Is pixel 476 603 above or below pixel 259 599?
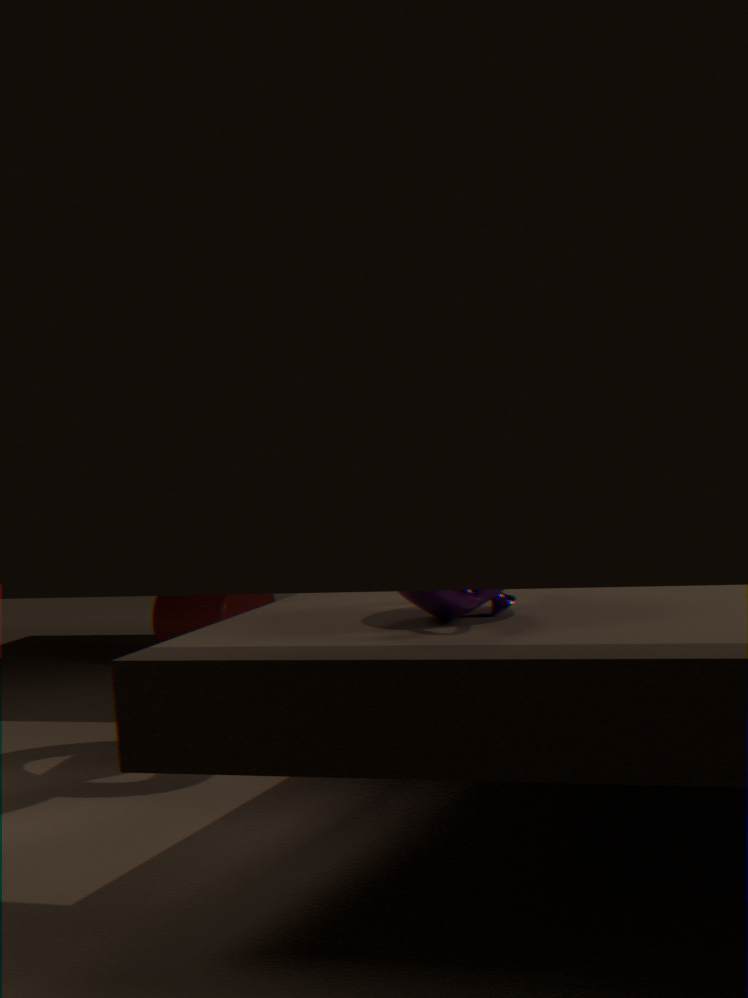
above
